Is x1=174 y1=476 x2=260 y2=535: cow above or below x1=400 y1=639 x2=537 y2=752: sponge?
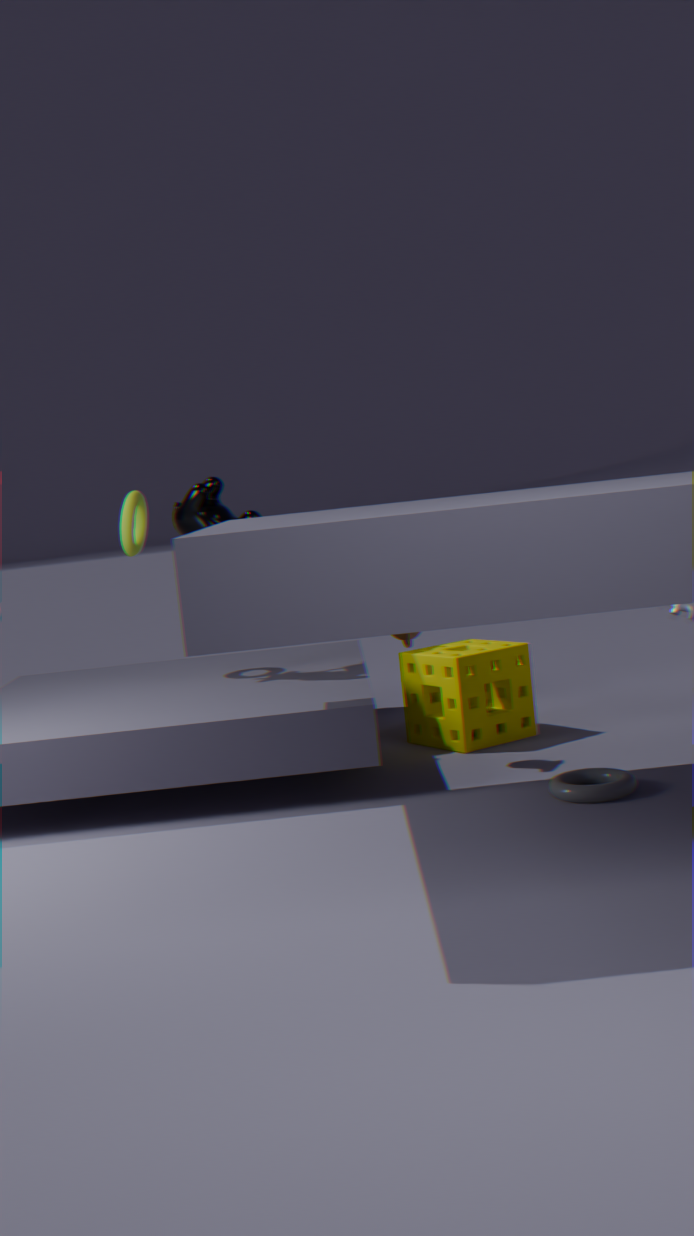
above
